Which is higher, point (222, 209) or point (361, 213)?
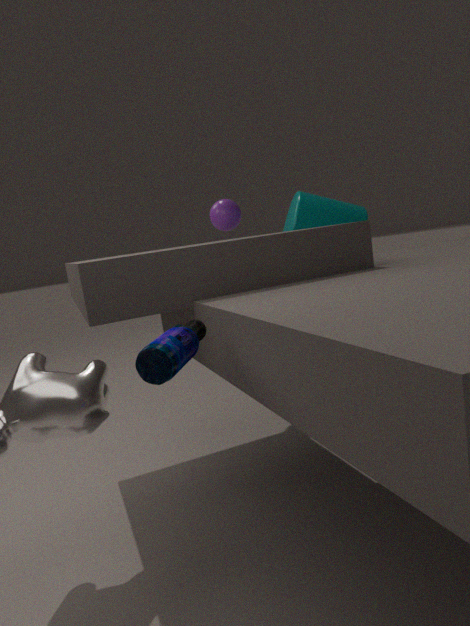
point (222, 209)
